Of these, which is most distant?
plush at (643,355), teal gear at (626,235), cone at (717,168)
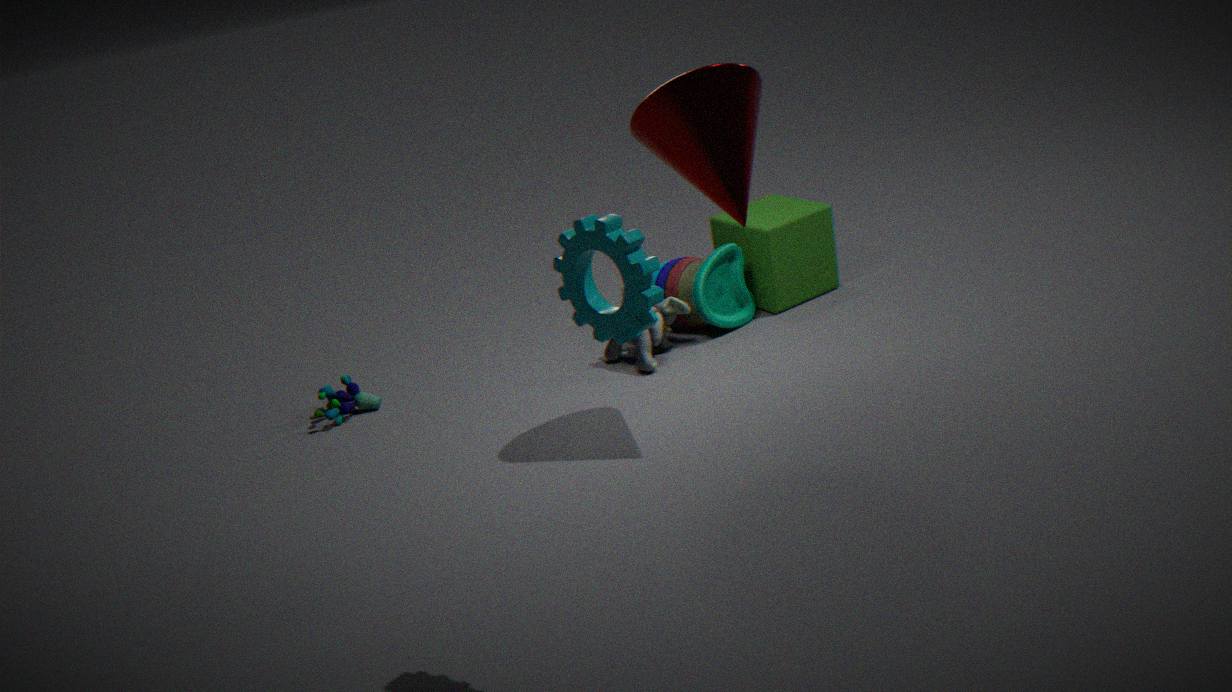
plush at (643,355)
